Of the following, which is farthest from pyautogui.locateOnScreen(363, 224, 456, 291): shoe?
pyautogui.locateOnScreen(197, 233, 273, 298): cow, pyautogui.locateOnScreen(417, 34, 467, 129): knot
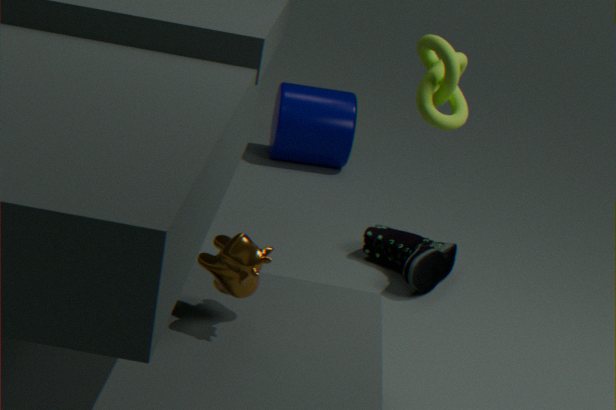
pyautogui.locateOnScreen(197, 233, 273, 298): cow
